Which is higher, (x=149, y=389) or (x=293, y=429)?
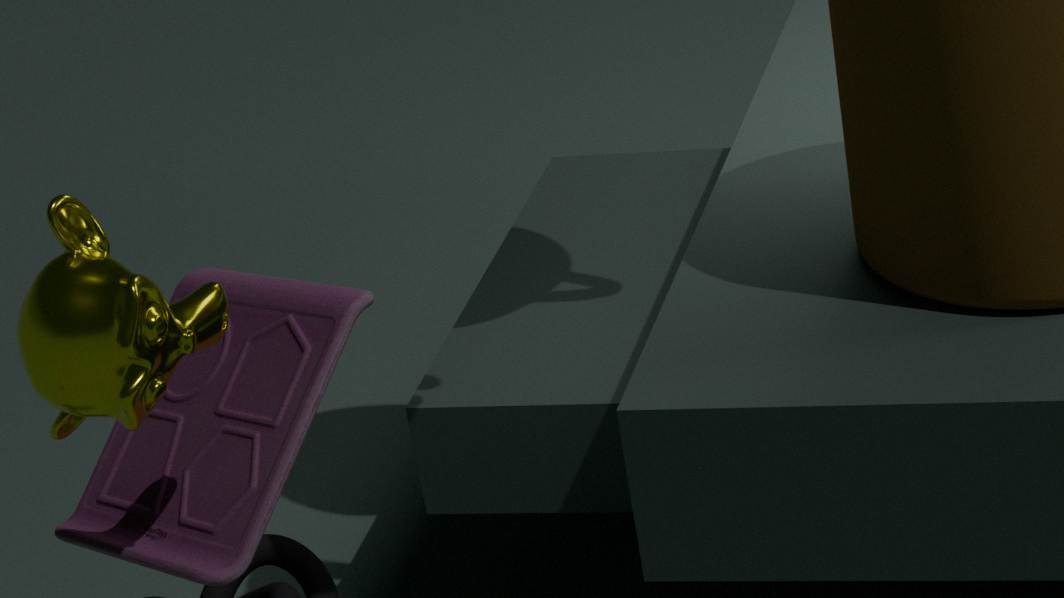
(x=149, y=389)
